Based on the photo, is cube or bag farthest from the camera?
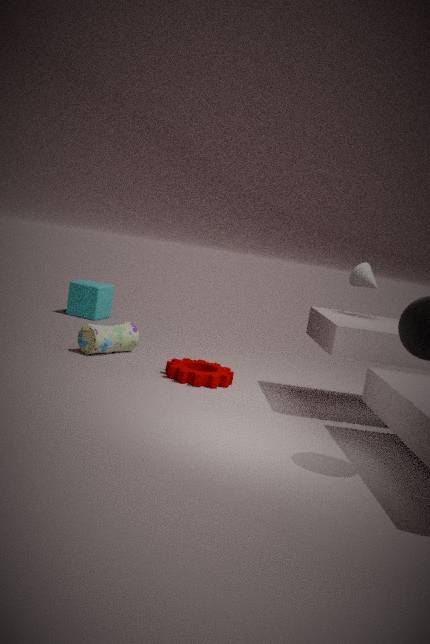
cube
